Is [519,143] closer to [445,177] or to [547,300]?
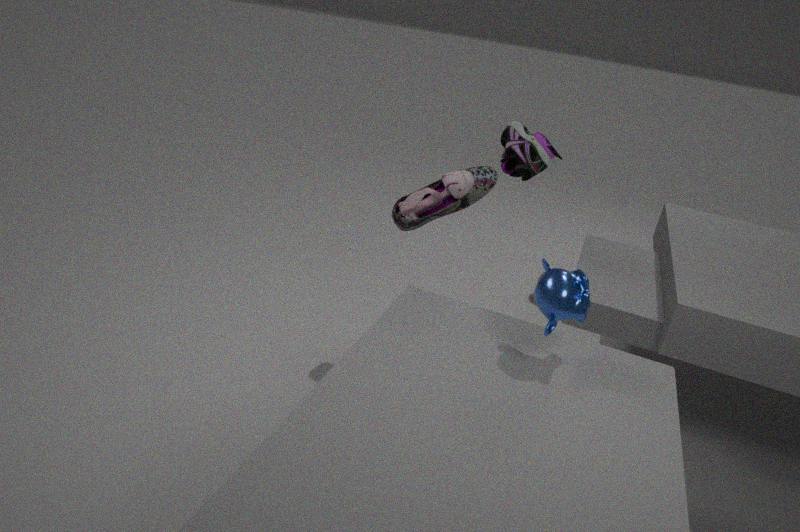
[445,177]
